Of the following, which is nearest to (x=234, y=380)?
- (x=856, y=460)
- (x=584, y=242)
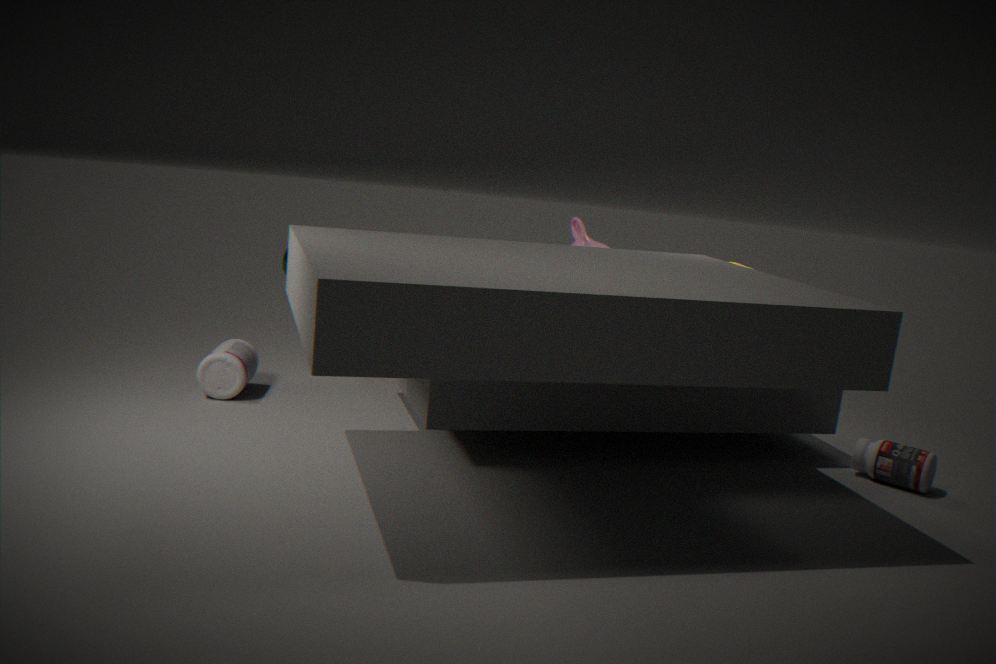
(x=584, y=242)
